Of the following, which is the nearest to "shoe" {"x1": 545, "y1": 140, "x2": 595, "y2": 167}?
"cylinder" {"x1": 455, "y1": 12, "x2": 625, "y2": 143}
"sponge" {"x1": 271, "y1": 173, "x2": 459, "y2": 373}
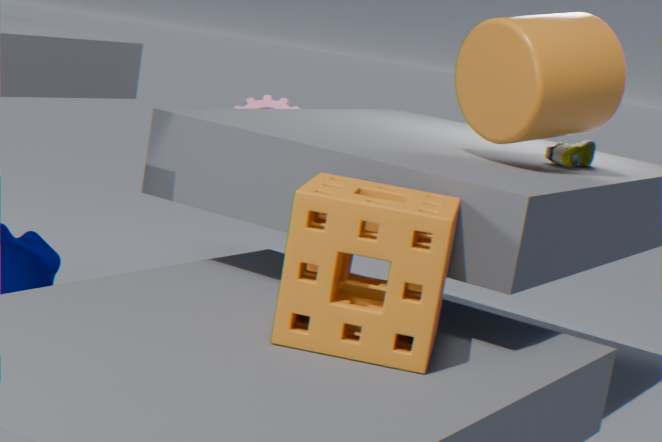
"cylinder" {"x1": 455, "y1": 12, "x2": 625, "y2": 143}
